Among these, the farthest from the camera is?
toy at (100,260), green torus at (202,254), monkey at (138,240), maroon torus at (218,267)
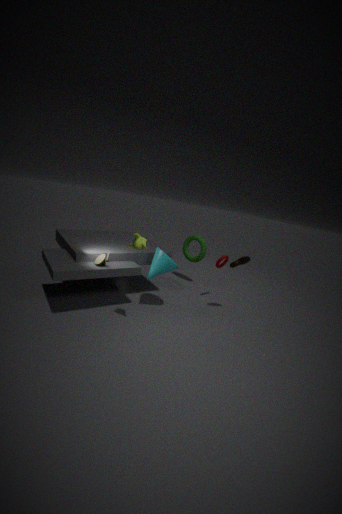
green torus at (202,254)
